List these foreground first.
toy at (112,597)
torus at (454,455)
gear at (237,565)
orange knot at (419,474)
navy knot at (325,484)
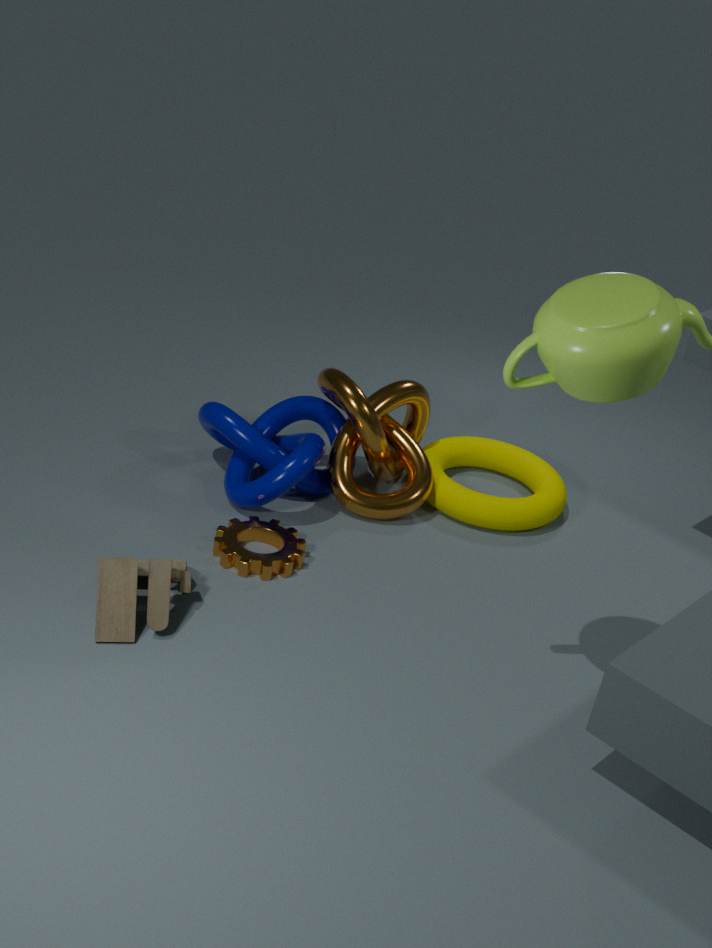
toy at (112,597) < gear at (237,565) < navy knot at (325,484) < orange knot at (419,474) < torus at (454,455)
